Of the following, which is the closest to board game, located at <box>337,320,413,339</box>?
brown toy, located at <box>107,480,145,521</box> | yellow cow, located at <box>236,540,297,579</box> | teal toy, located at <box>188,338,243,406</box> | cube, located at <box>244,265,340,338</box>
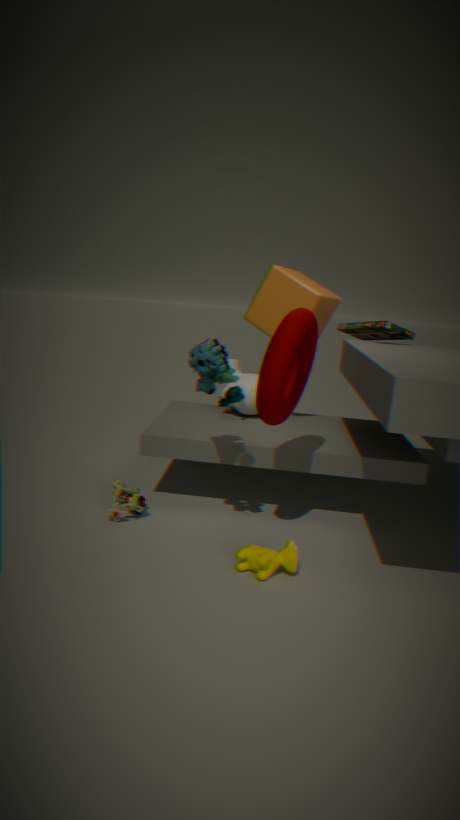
cube, located at <box>244,265,340,338</box>
